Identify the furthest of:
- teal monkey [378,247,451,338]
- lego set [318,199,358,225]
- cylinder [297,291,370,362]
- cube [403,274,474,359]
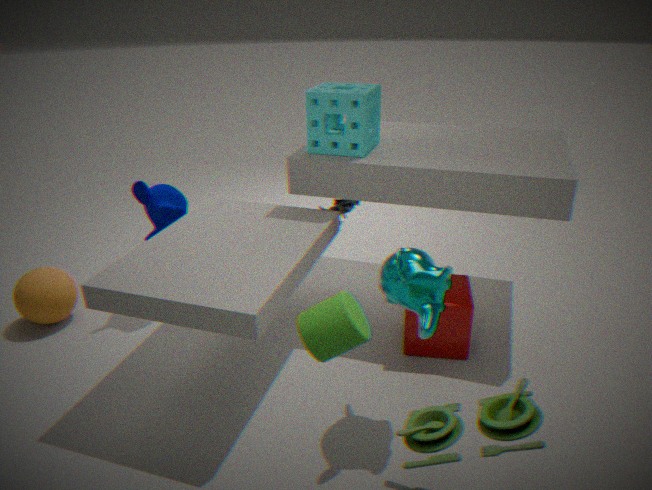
lego set [318,199,358,225]
